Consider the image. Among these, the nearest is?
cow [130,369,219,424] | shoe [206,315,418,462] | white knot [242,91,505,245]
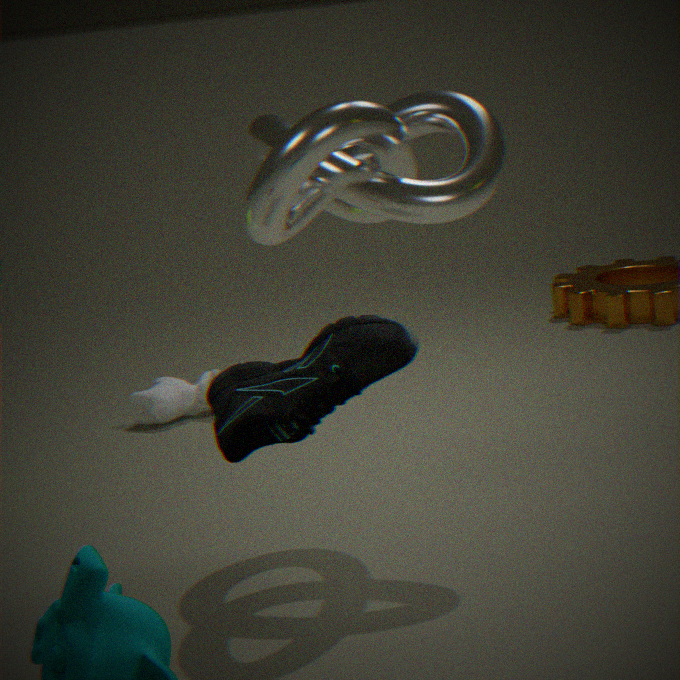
shoe [206,315,418,462]
